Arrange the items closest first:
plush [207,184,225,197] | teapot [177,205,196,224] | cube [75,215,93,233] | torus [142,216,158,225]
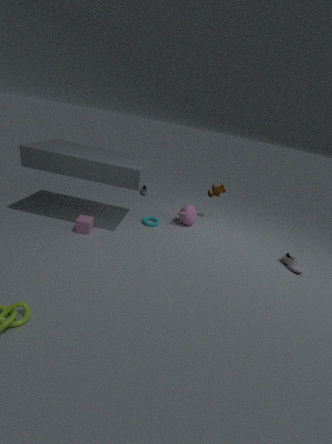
cube [75,215,93,233]
torus [142,216,158,225]
teapot [177,205,196,224]
plush [207,184,225,197]
